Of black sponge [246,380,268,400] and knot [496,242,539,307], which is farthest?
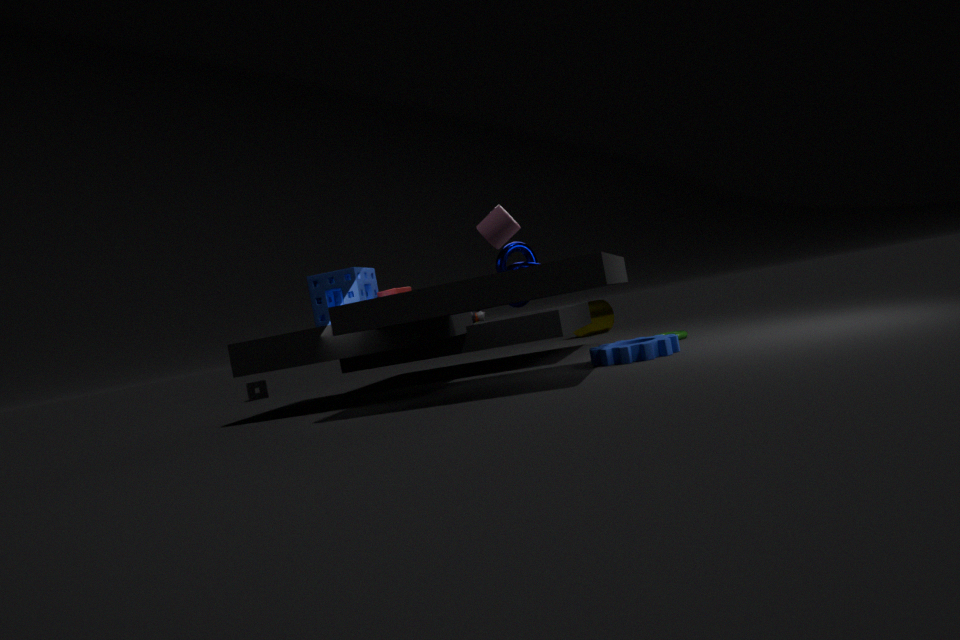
black sponge [246,380,268,400]
